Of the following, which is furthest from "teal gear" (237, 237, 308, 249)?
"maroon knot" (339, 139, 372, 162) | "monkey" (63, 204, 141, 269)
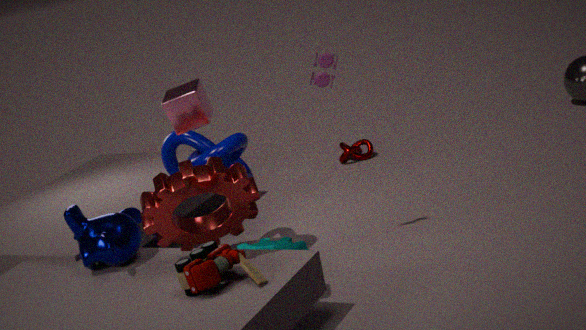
"maroon knot" (339, 139, 372, 162)
